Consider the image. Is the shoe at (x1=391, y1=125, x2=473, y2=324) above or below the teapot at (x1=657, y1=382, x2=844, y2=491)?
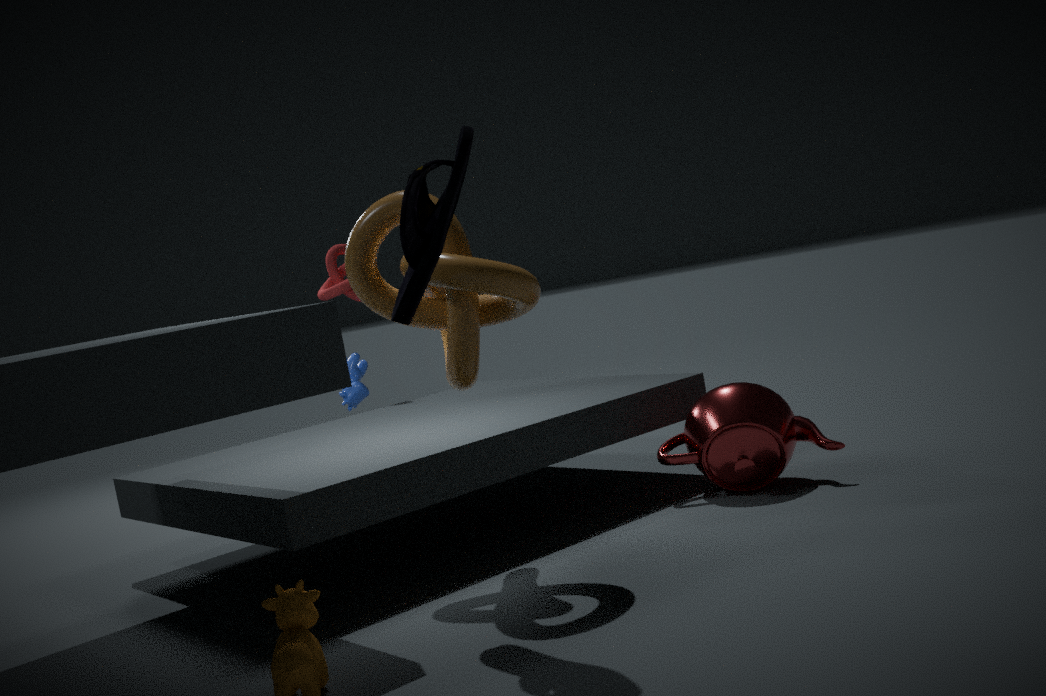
above
